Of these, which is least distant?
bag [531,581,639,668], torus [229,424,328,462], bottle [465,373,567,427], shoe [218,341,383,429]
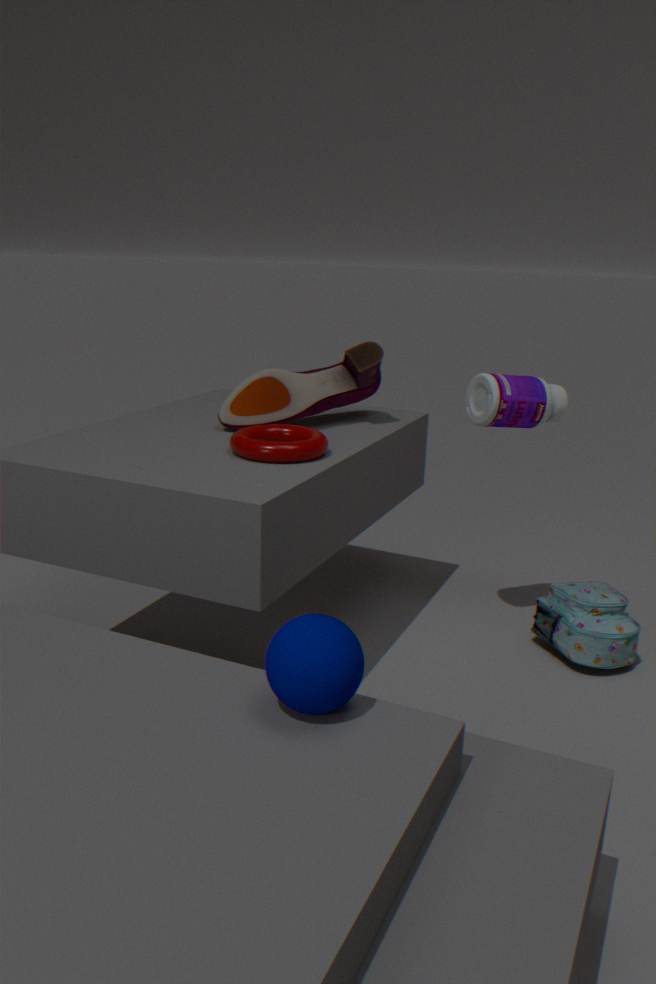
torus [229,424,328,462]
